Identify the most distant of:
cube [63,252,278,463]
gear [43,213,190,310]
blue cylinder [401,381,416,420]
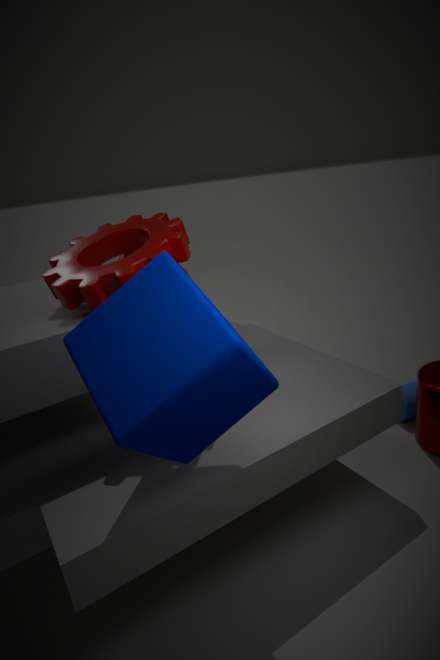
blue cylinder [401,381,416,420]
